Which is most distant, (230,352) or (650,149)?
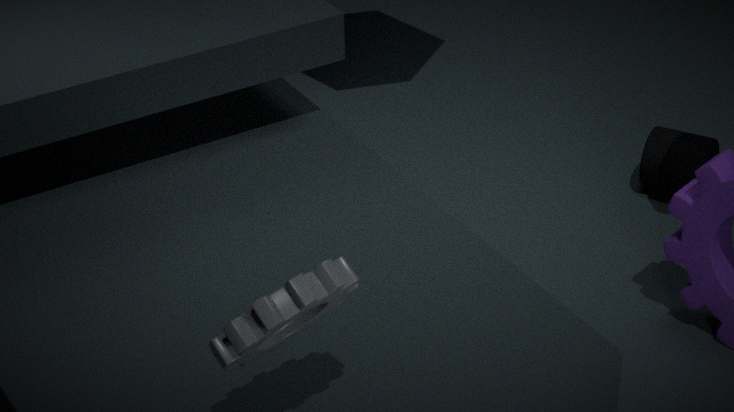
(650,149)
